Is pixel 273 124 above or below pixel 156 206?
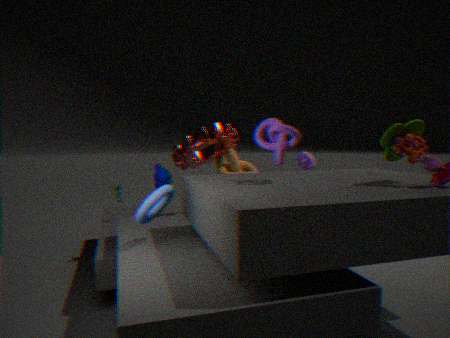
above
